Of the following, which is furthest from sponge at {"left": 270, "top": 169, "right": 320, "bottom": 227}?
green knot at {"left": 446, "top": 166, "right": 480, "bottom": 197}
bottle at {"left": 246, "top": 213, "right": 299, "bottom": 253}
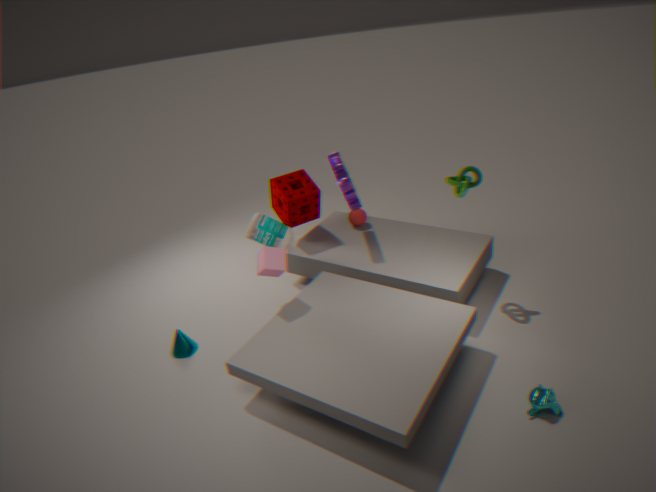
green knot at {"left": 446, "top": 166, "right": 480, "bottom": 197}
